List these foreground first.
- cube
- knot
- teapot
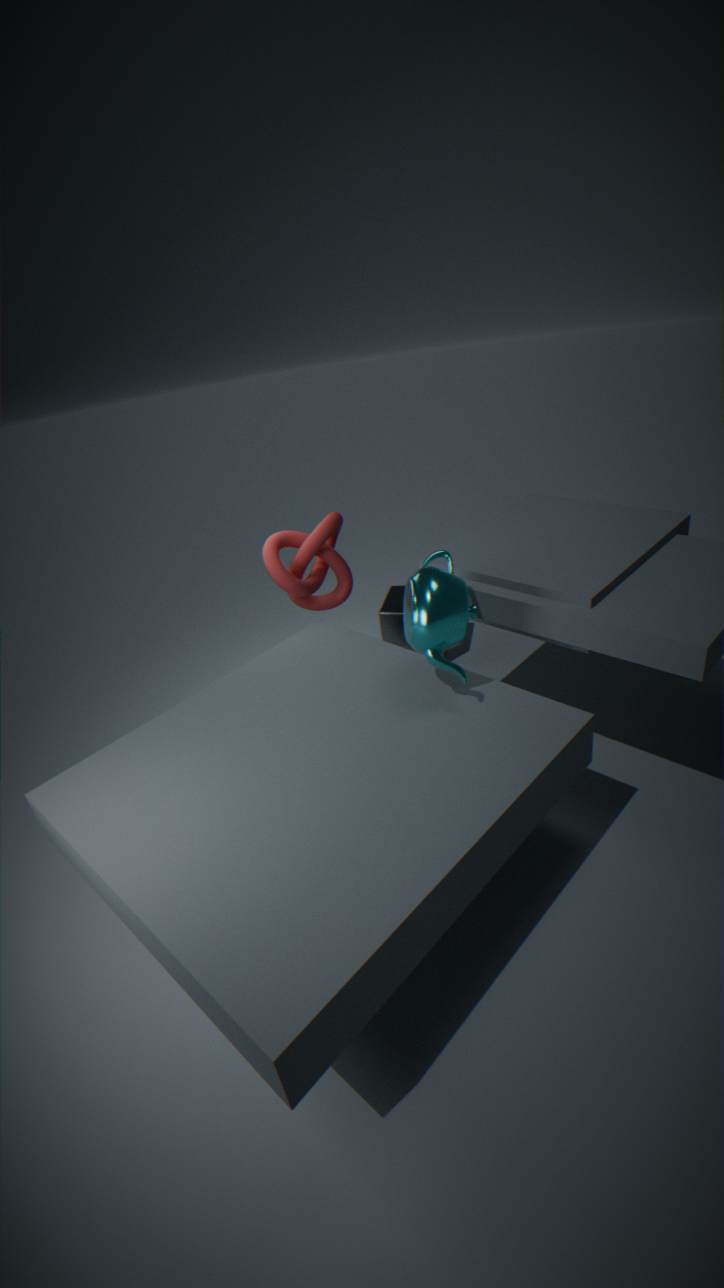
teapot < knot < cube
